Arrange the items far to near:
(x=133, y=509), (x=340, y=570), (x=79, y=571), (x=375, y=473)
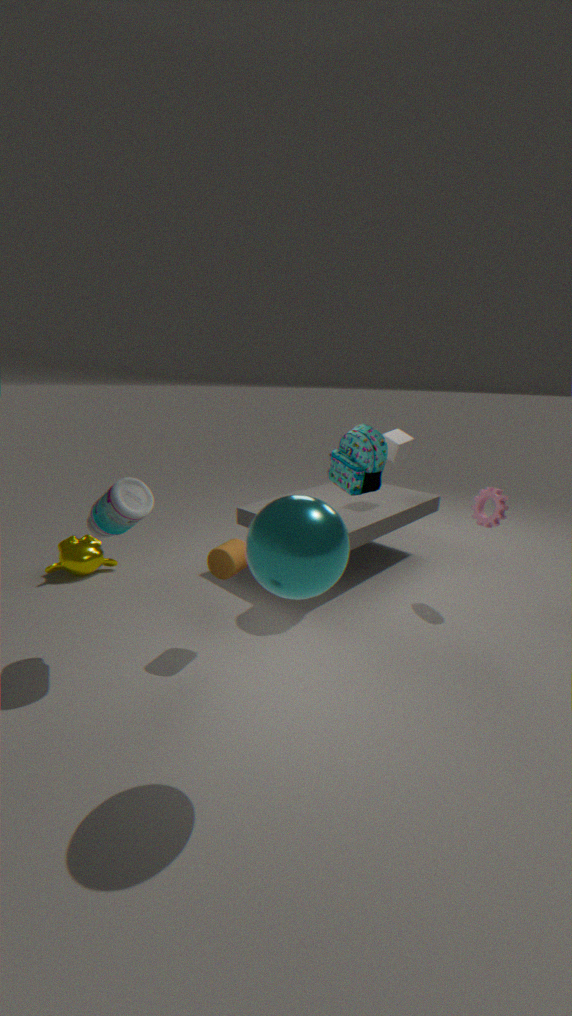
1. (x=79, y=571)
2. (x=375, y=473)
3. (x=133, y=509)
4. (x=340, y=570)
